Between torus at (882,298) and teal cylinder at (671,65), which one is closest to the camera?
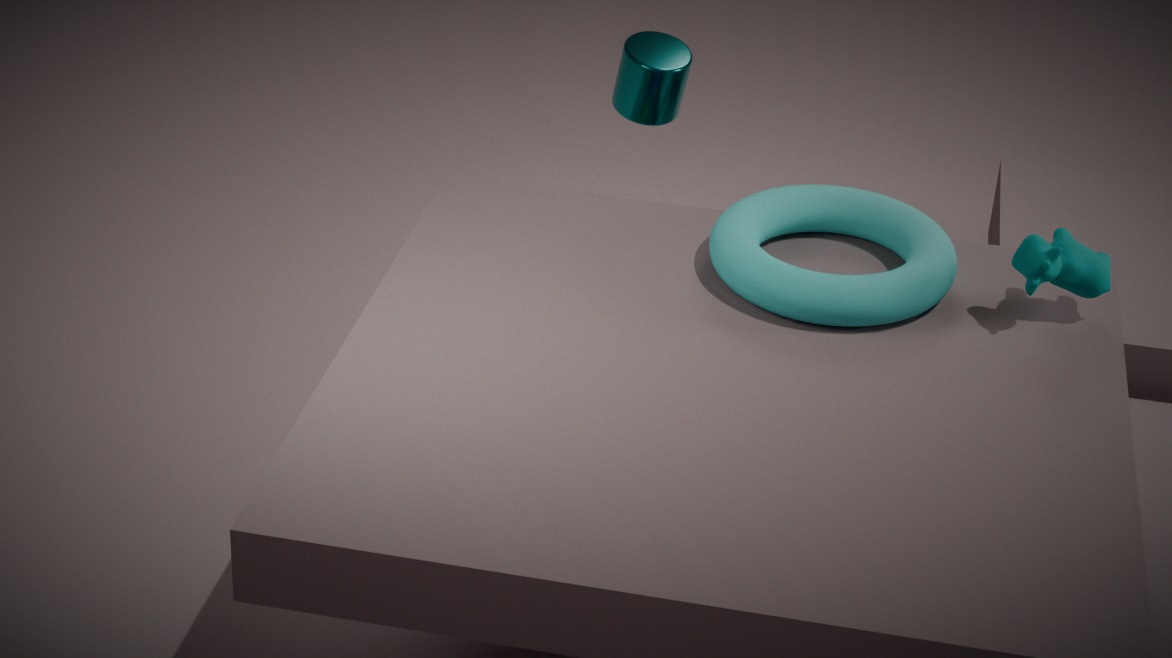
torus at (882,298)
